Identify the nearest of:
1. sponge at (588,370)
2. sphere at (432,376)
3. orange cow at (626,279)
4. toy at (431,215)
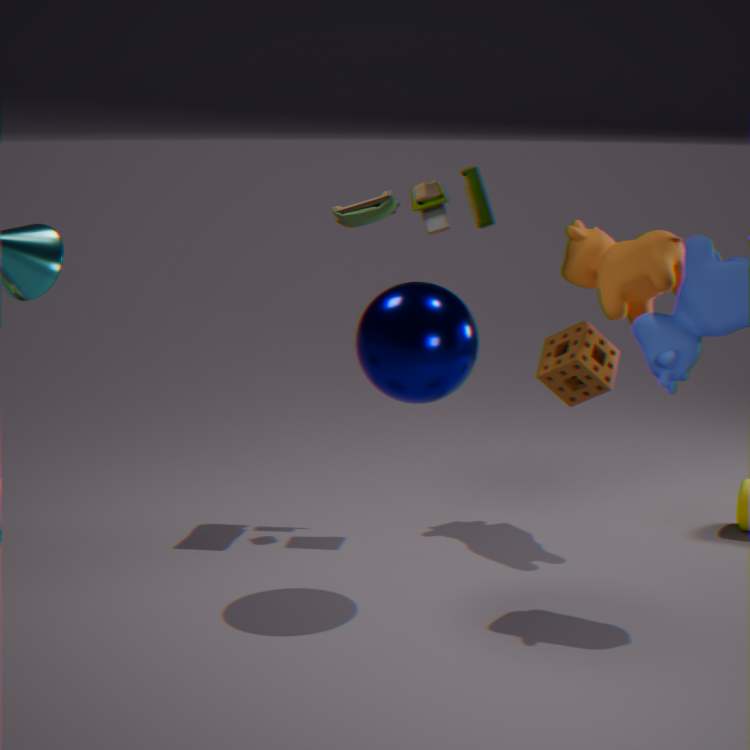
sphere at (432,376)
